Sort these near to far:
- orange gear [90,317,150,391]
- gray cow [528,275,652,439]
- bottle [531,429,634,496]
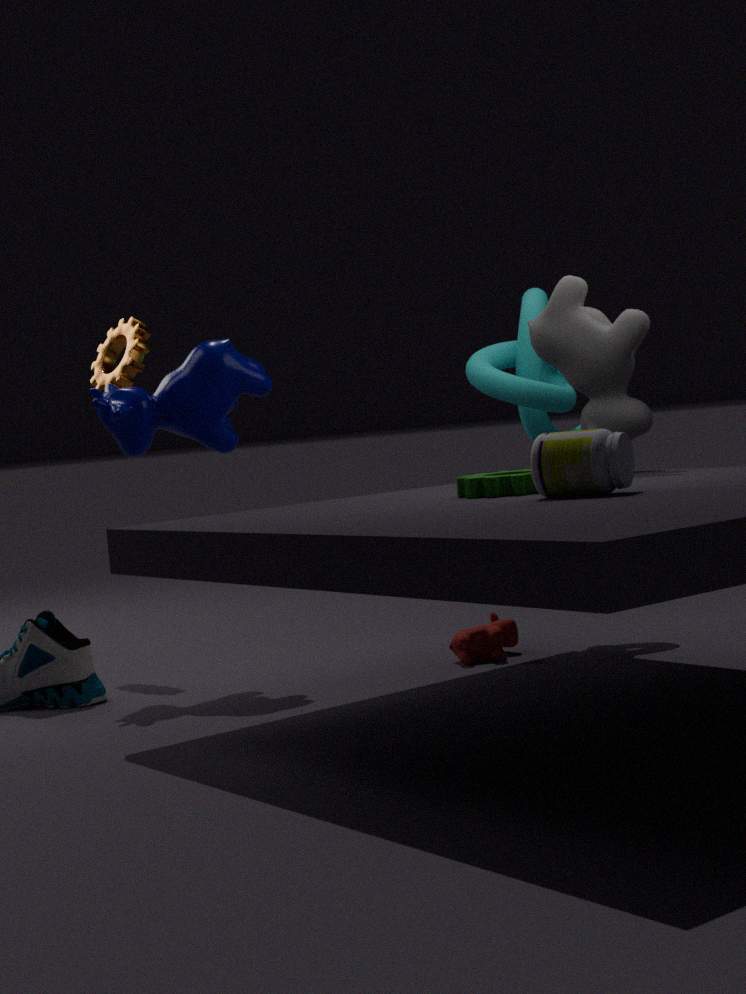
1. bottle [531,429,634,496]
2. gray cow [528,275,652,439]
3. orange gear [90,317,150,391]
